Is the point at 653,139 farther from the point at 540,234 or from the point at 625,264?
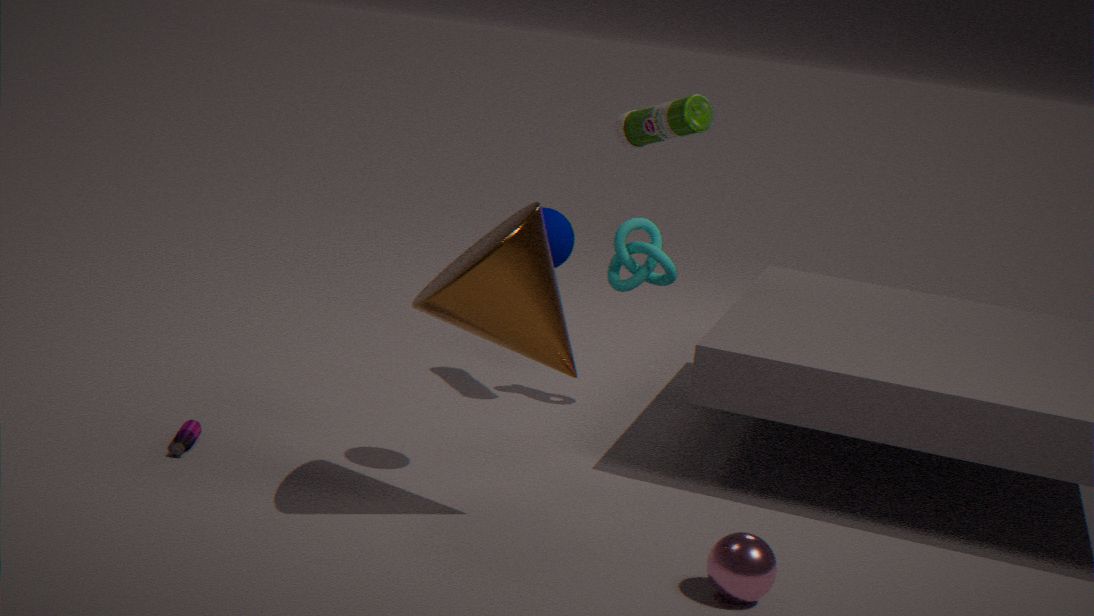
the point at 540,234
